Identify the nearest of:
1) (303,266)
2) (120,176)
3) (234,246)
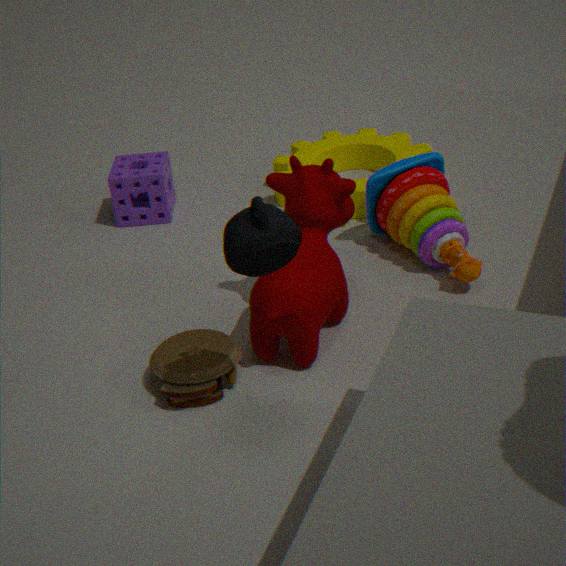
3. (234,246)
